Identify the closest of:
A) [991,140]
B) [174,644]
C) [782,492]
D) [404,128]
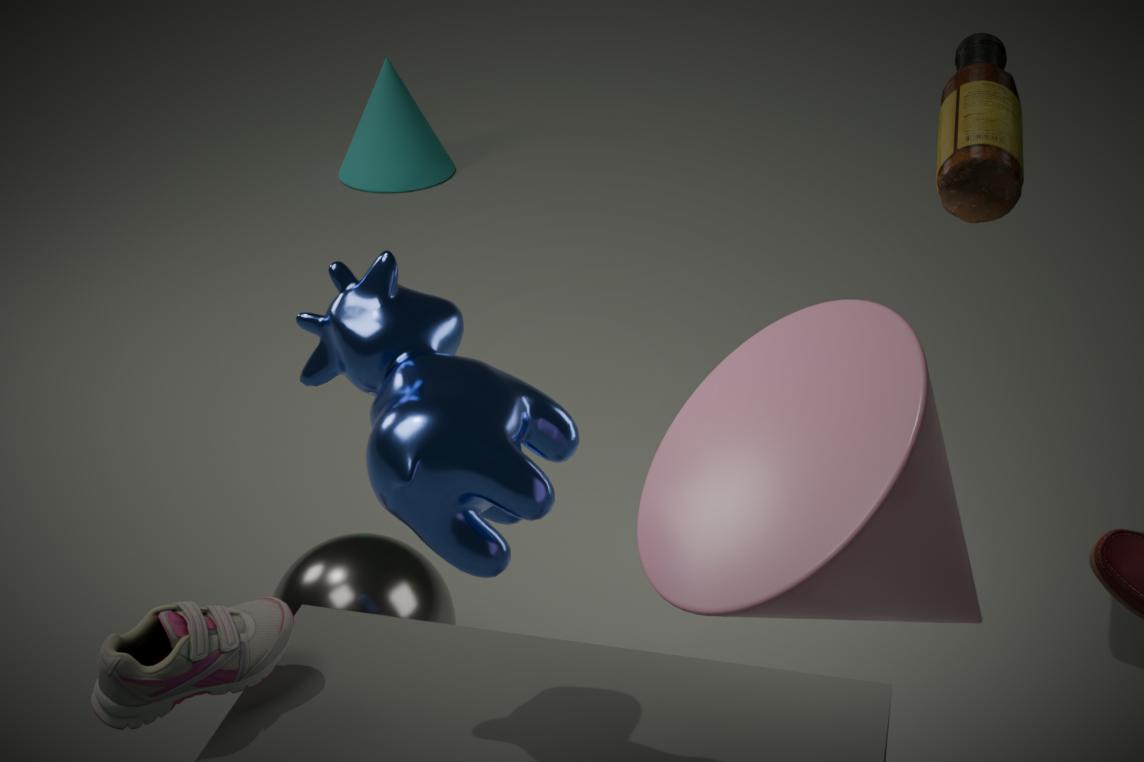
[782,492]
